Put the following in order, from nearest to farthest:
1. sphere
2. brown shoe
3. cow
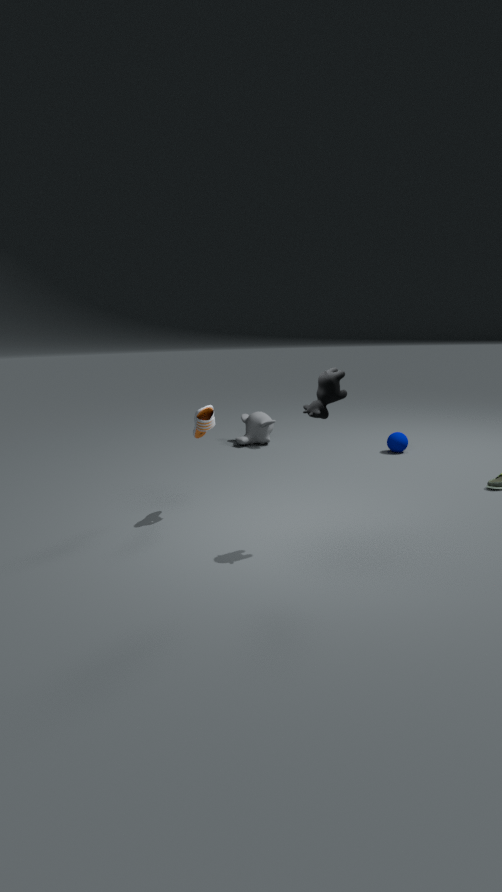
cow
brown shoe
sphere
